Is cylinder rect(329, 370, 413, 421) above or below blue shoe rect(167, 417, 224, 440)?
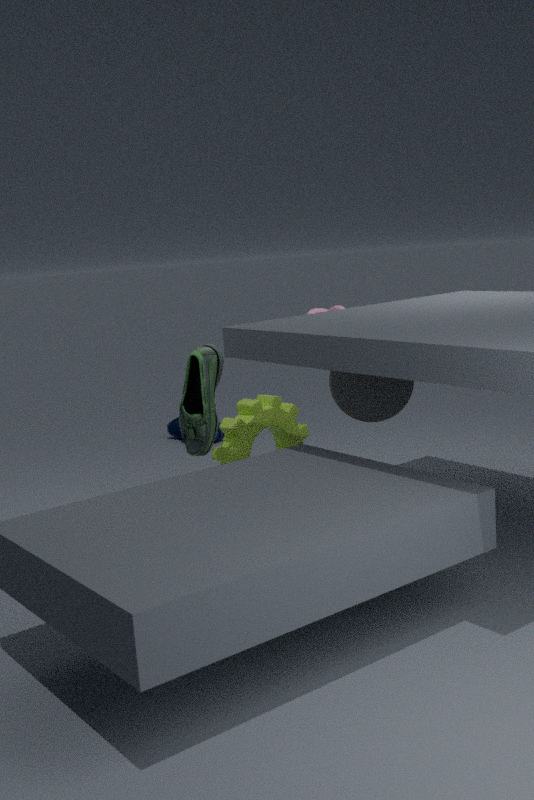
above
